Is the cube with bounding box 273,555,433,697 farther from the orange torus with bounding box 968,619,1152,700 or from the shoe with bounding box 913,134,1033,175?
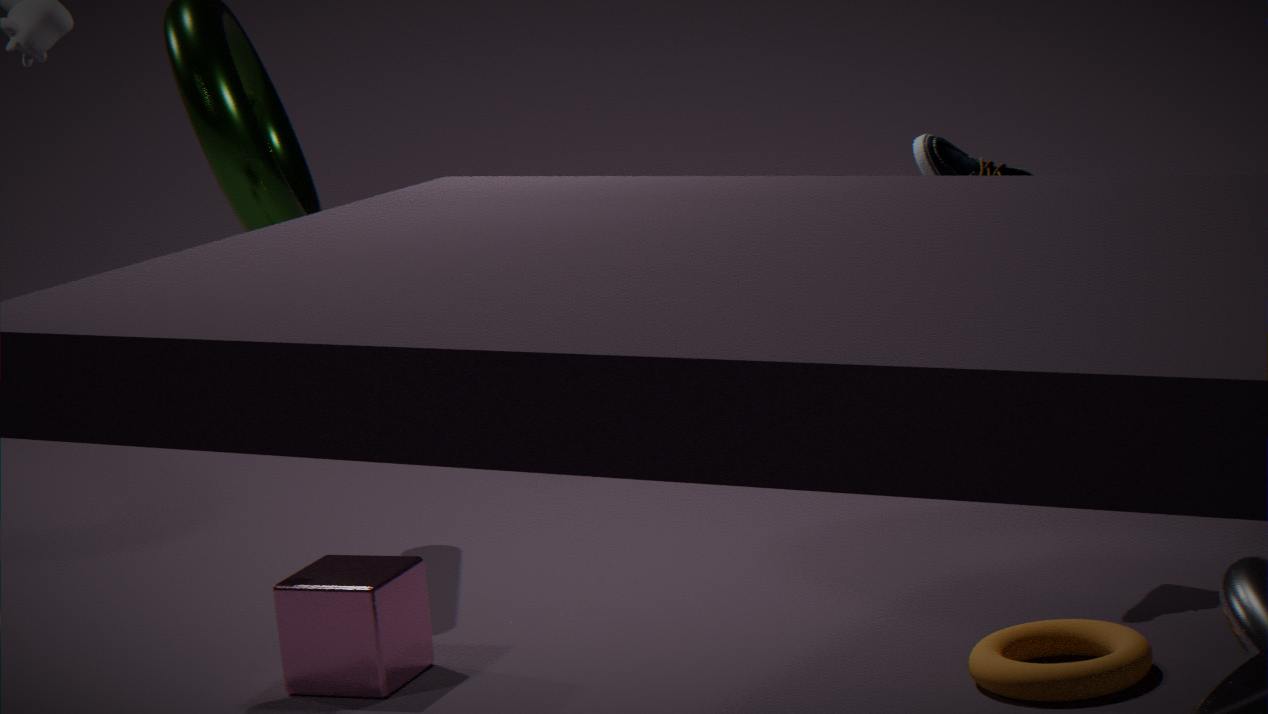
the shoe with bounding box 913,134,1033,175
